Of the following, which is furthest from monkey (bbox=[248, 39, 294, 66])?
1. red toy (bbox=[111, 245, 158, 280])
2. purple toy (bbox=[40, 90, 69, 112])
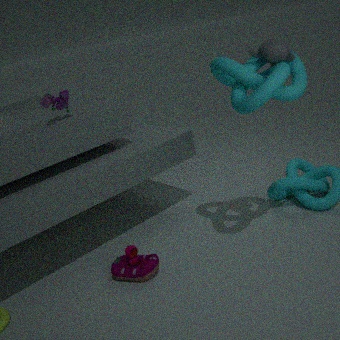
red toy (bbox=[111, 245, 158, 280])
